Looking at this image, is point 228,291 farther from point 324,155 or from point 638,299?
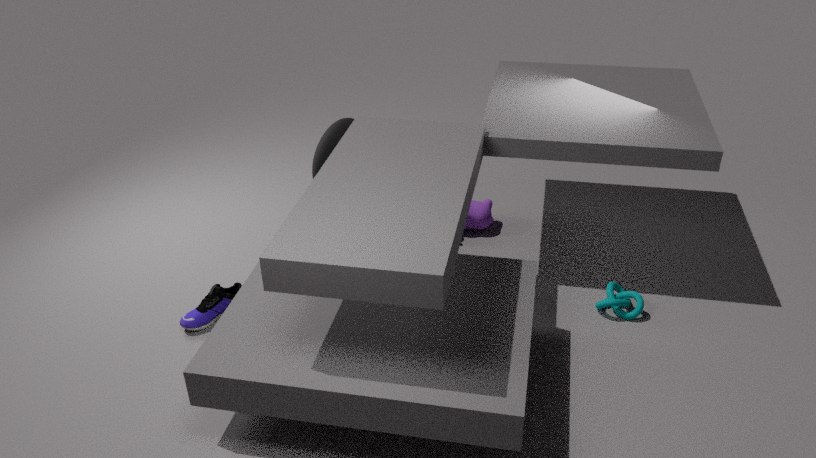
point 638,299
